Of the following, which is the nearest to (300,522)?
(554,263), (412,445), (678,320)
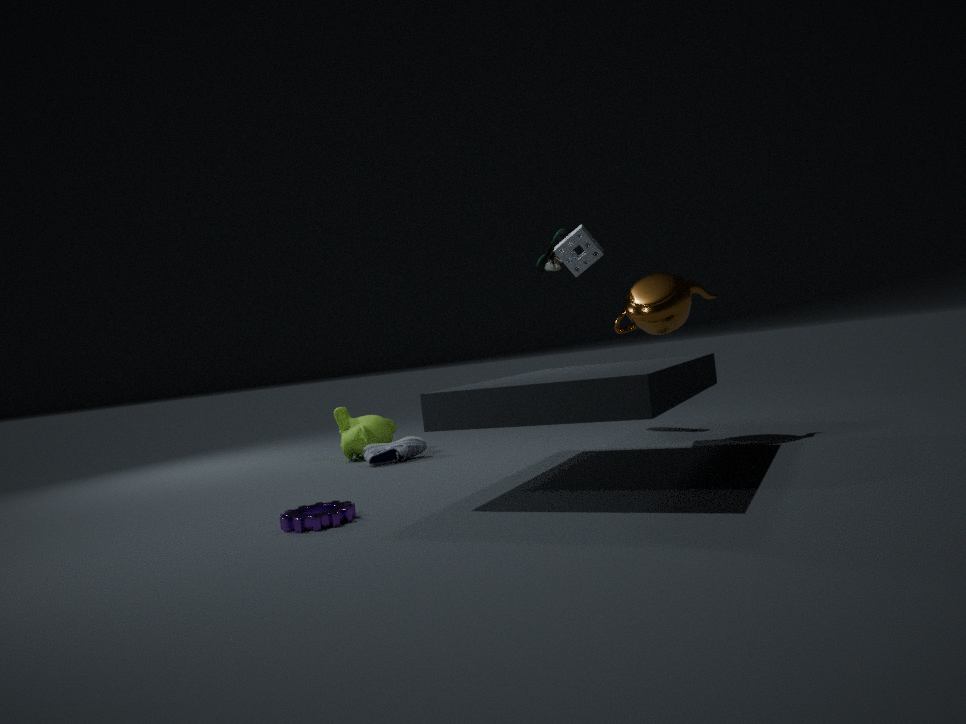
(412,445)
